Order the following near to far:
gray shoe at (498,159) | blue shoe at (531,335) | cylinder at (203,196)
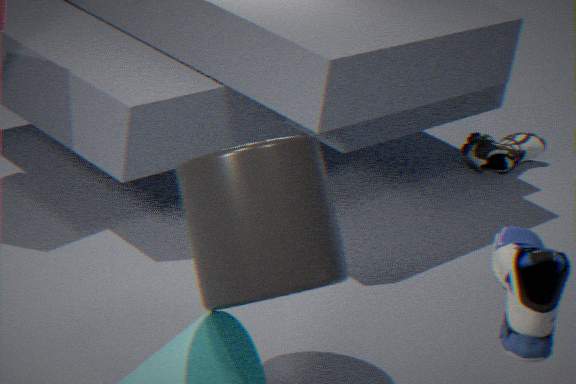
1. blue shoe at (531,335)
2. cylinder at (203,196)
3. gray shoe at (498,159)
